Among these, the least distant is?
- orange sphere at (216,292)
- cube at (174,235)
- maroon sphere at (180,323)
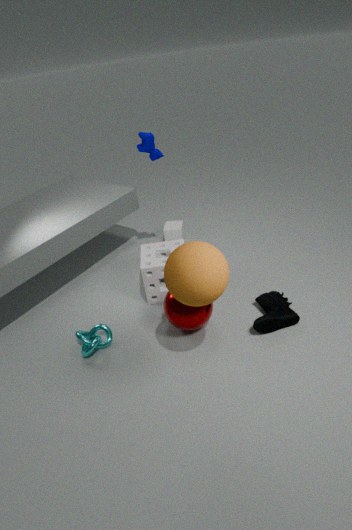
orange sphere at (216,292)
